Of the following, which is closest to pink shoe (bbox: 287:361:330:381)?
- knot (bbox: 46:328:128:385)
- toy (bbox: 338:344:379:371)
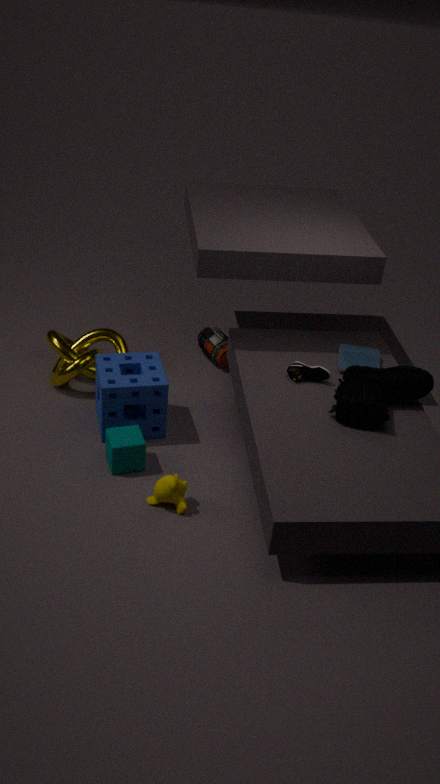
toy (bbox: 338:344:379:371)
